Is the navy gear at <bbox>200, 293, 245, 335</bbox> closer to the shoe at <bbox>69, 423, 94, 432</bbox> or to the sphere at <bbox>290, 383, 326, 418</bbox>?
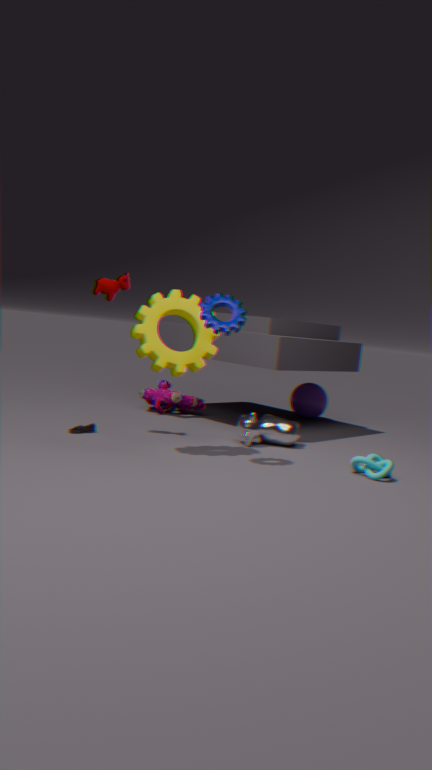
the shoe at <bbox>69, 423, 94, 432</bbox>
